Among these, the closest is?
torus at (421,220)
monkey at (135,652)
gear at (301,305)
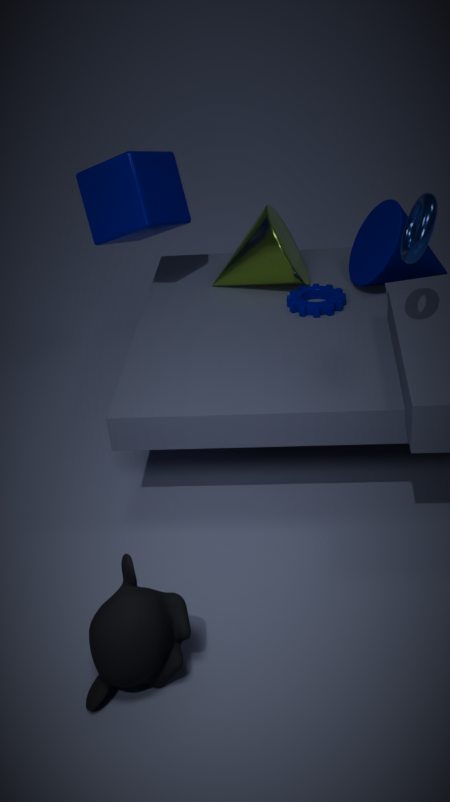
monkey at (135,652)
